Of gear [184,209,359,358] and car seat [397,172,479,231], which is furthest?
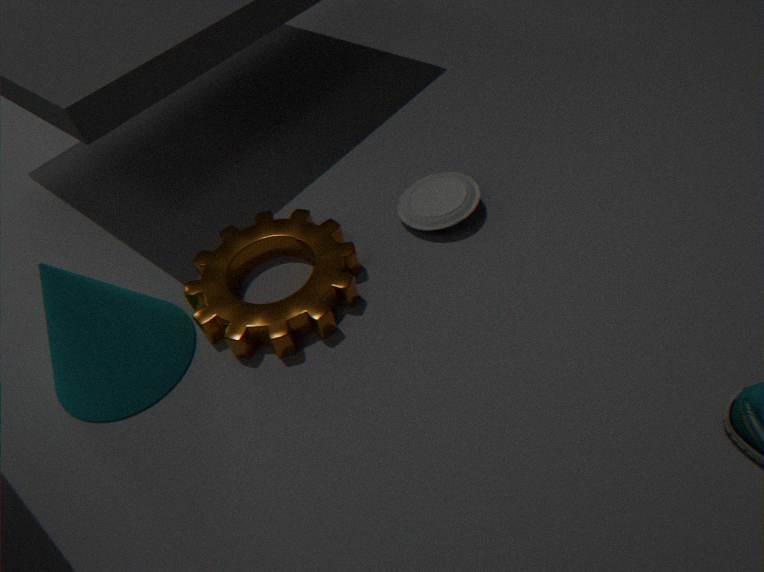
car seat [397,172,479,231]
